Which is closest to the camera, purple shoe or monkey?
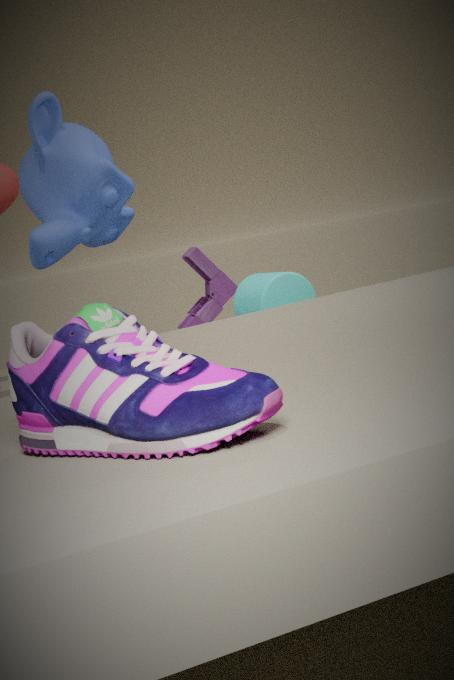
purple shoe
